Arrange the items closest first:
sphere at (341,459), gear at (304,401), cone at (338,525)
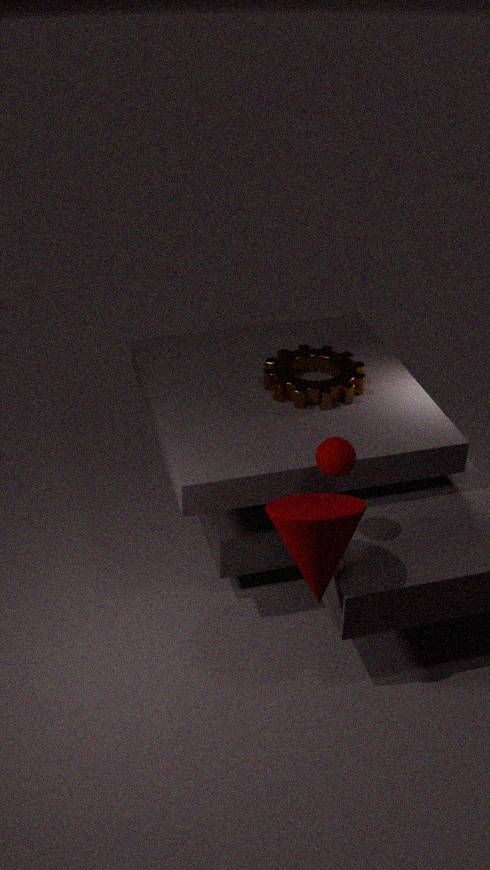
1. cone at (338,525)
2. sphere at (341,459)
3. gear at (304,401)
